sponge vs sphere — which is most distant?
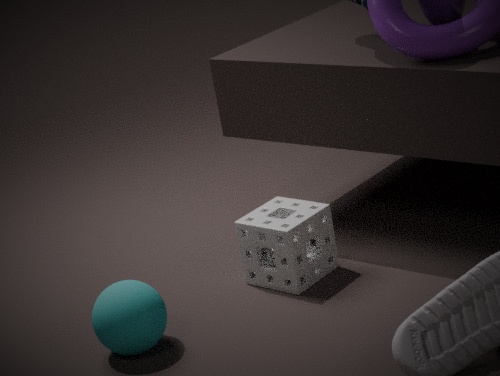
sponge
